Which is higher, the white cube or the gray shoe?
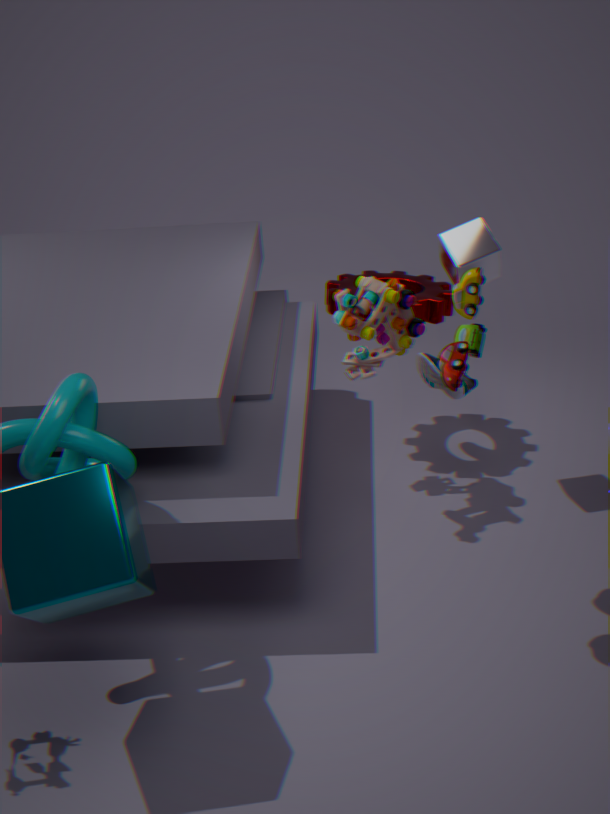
the white cube
